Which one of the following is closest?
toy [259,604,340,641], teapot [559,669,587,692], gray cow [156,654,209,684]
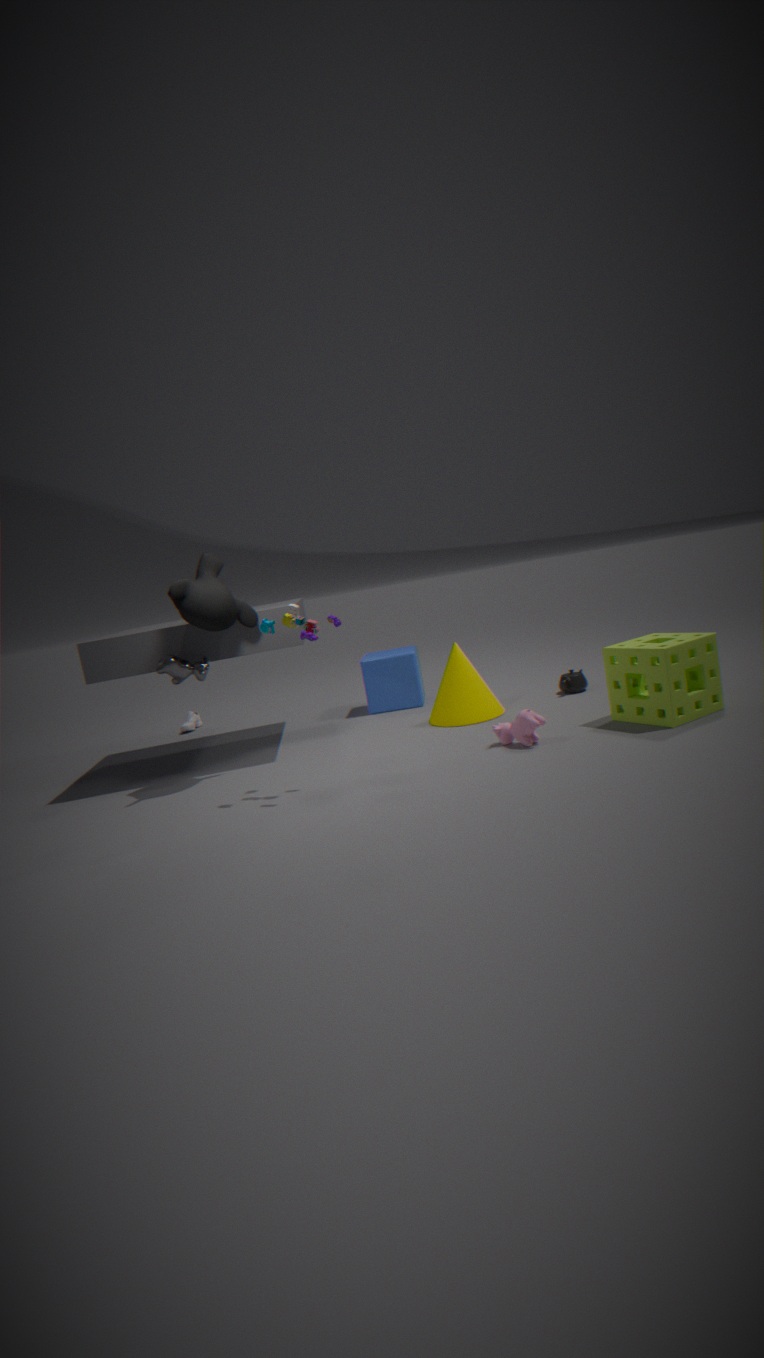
toy [259,604,340,641]
